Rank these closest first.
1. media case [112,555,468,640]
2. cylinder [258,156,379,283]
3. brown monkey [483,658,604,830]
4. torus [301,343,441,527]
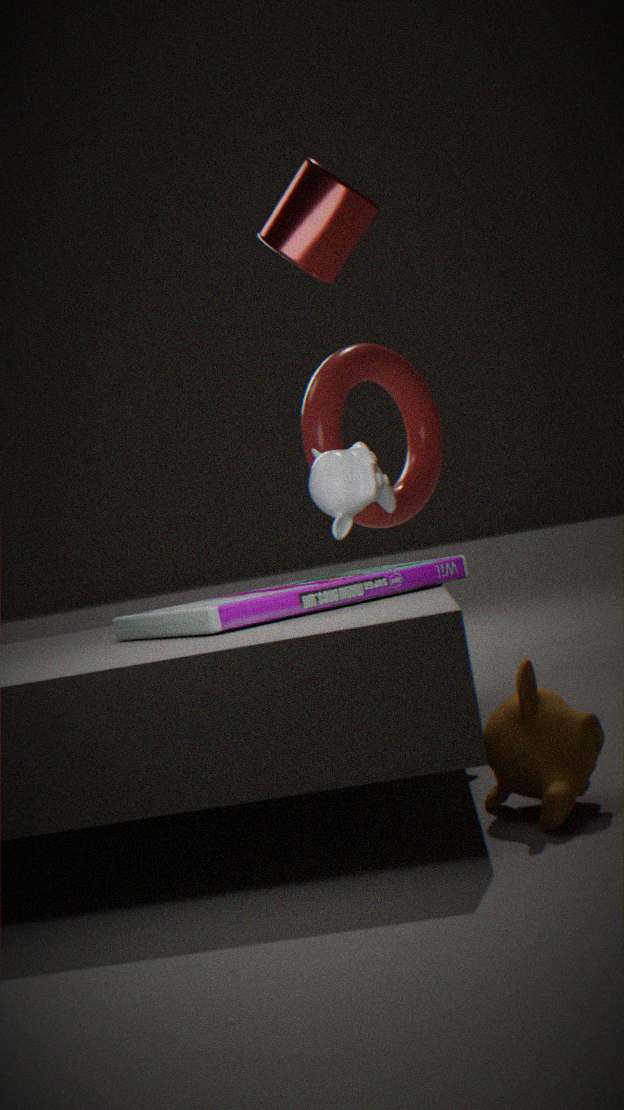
1. brown monkey [483,658,604,830]
2. media case [112,555,468,640]
3. cylinder [258,156,379,283]
4. torus [301,343,441,527]
